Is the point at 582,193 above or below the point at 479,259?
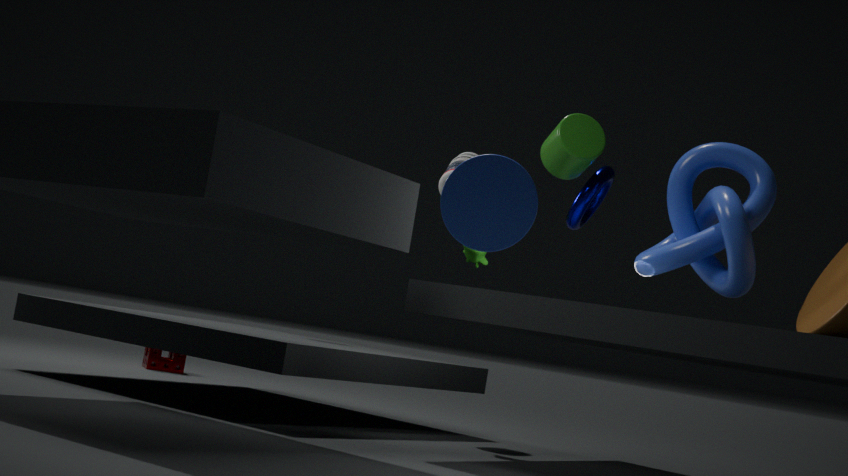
above
